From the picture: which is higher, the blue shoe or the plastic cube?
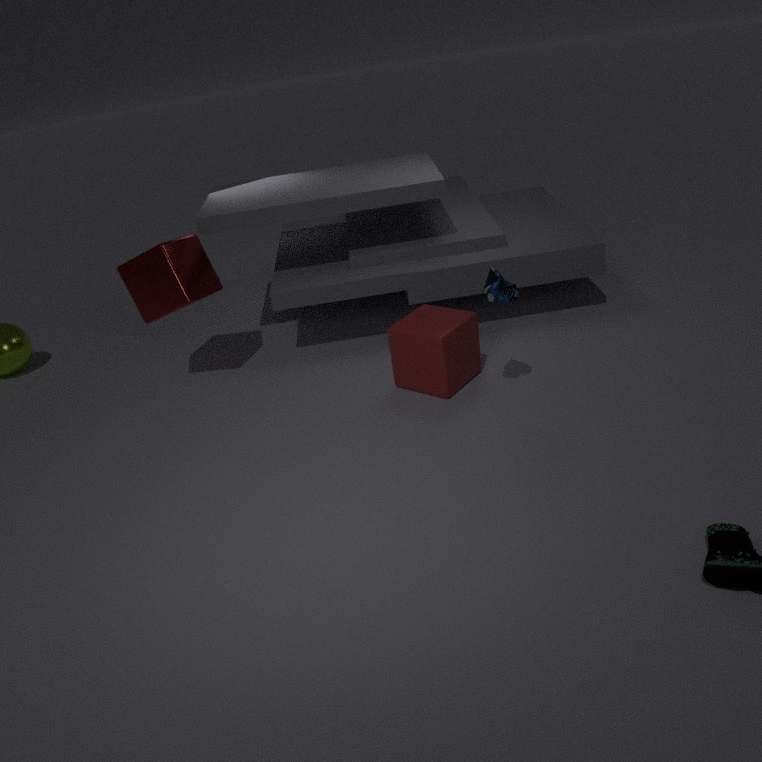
the blue shoe
